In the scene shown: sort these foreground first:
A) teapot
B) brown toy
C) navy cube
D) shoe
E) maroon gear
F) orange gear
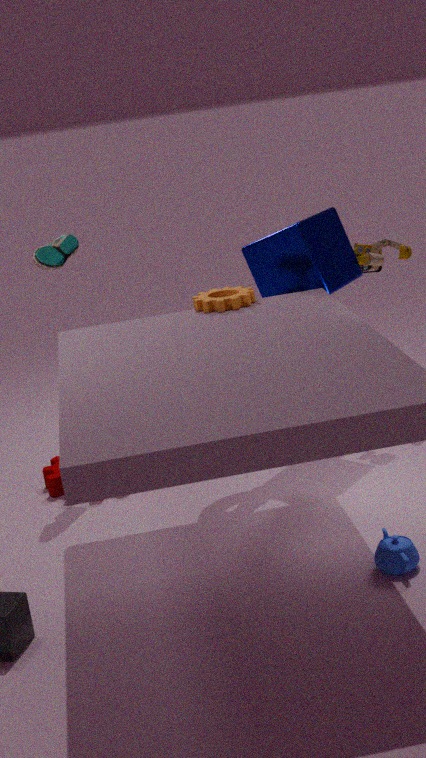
teapot < orange gear < navy cube < shoe < brown toy < maroon gear
